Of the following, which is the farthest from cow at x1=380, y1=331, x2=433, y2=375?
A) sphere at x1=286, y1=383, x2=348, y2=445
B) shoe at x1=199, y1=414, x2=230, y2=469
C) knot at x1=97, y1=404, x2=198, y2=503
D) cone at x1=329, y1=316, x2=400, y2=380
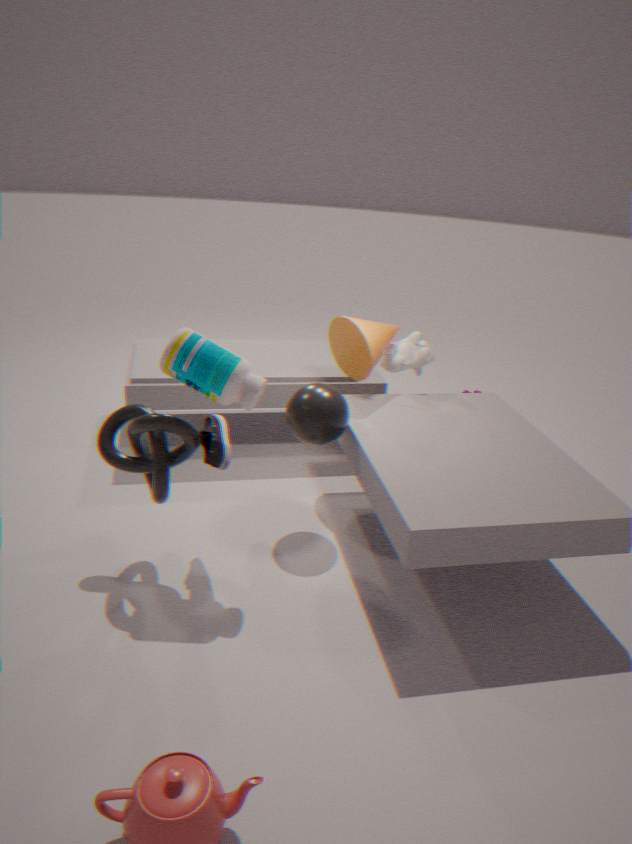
knot at x1=97, y1=404, x2=198, y2=503
